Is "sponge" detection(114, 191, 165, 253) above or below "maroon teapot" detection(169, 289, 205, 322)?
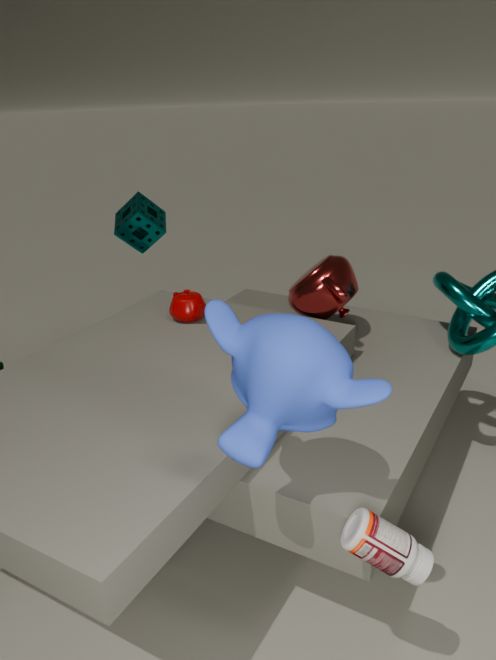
above
